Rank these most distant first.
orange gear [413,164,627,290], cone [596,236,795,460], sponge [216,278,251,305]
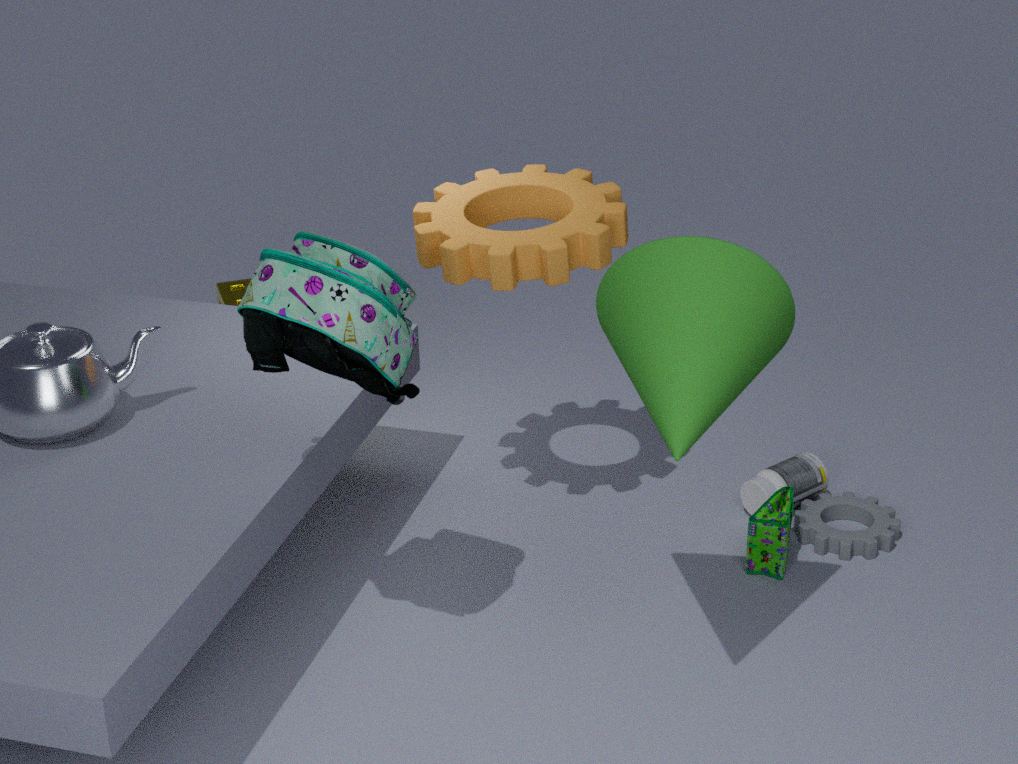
sponge [216,278,251,305], orange gear [413,164,627,290], cone [596,236,795,460]
